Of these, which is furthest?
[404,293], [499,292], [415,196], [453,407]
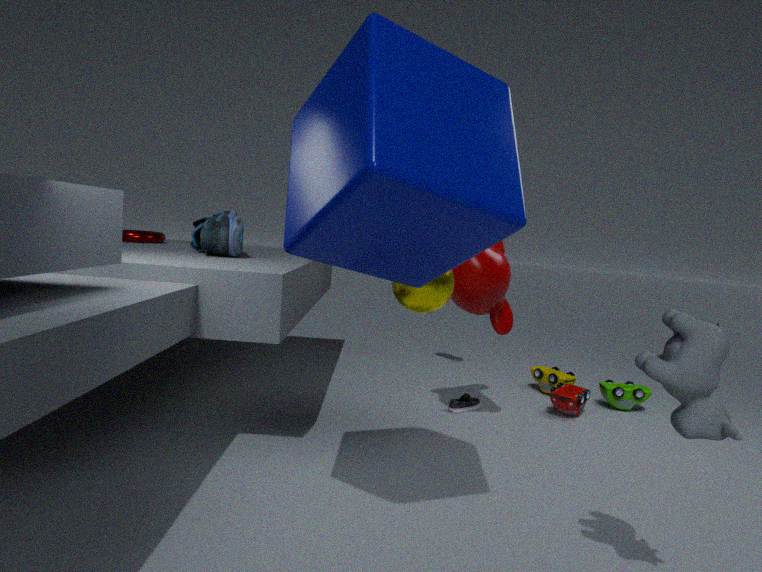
[453,407]
